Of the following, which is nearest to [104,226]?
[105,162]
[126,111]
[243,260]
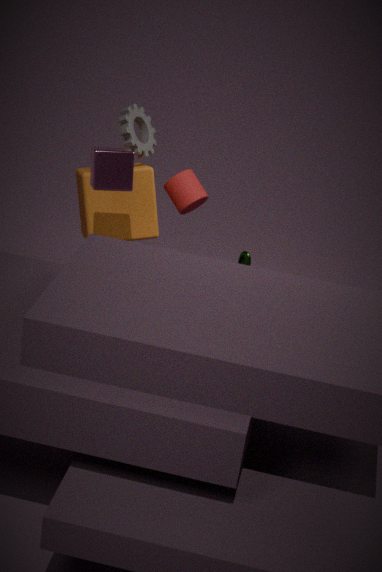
[126,111]
